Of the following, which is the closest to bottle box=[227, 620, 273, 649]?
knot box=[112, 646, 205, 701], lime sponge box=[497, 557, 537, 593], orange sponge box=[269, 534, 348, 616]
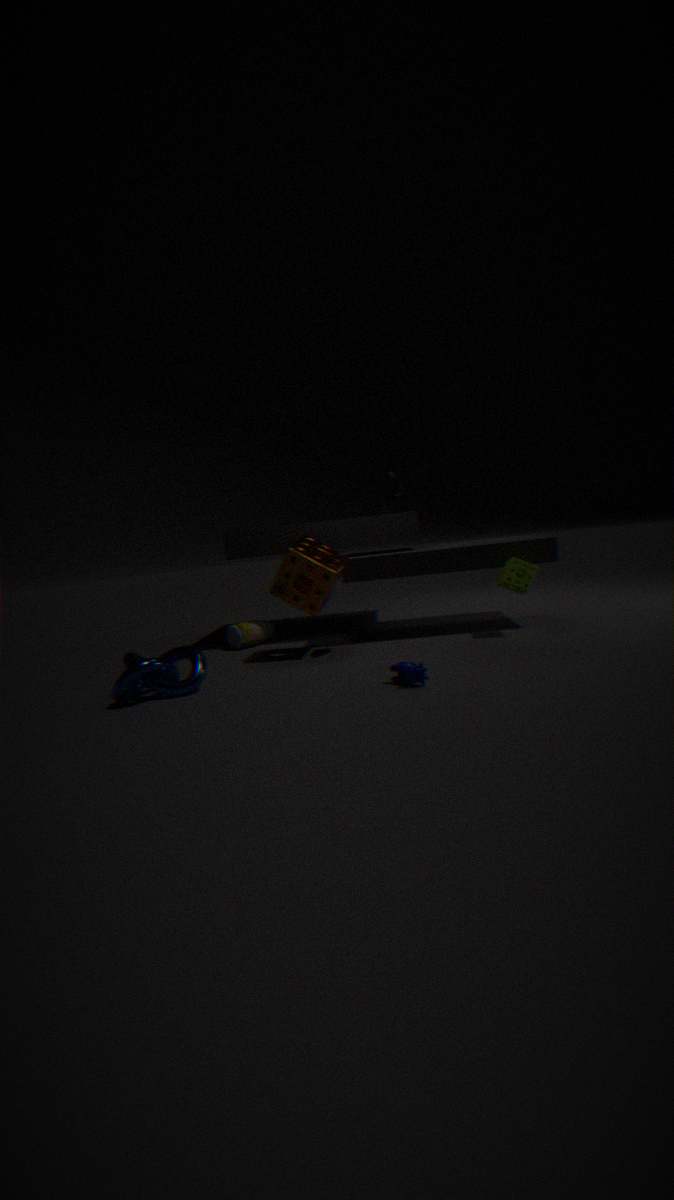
orange sponge box=[269, 534, 348, 616]
